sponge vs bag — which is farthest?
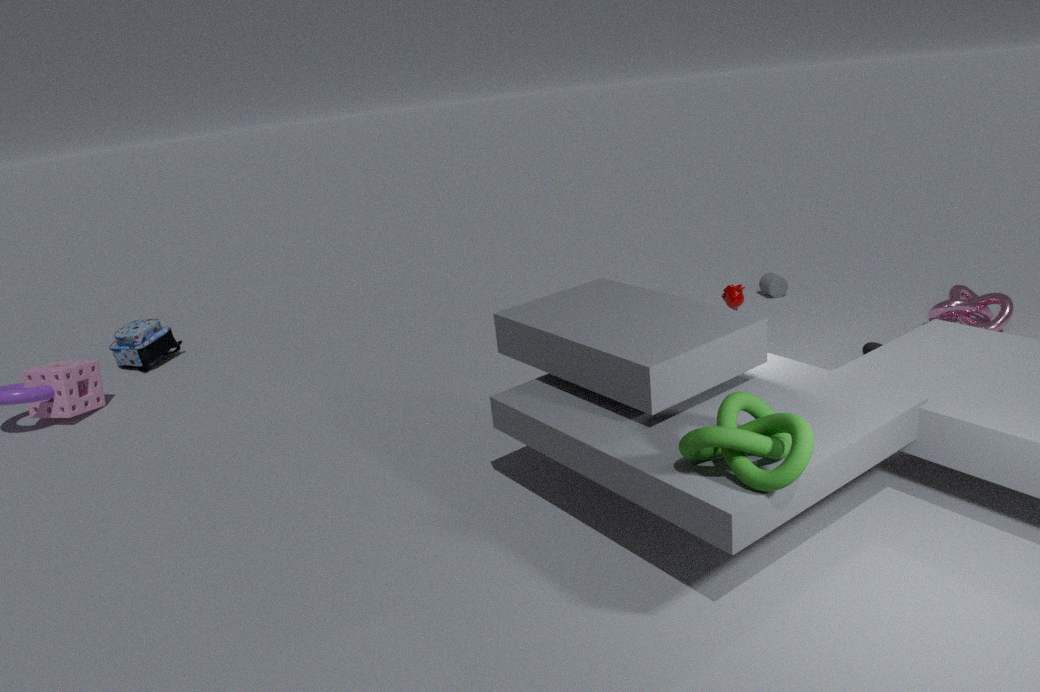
bag
